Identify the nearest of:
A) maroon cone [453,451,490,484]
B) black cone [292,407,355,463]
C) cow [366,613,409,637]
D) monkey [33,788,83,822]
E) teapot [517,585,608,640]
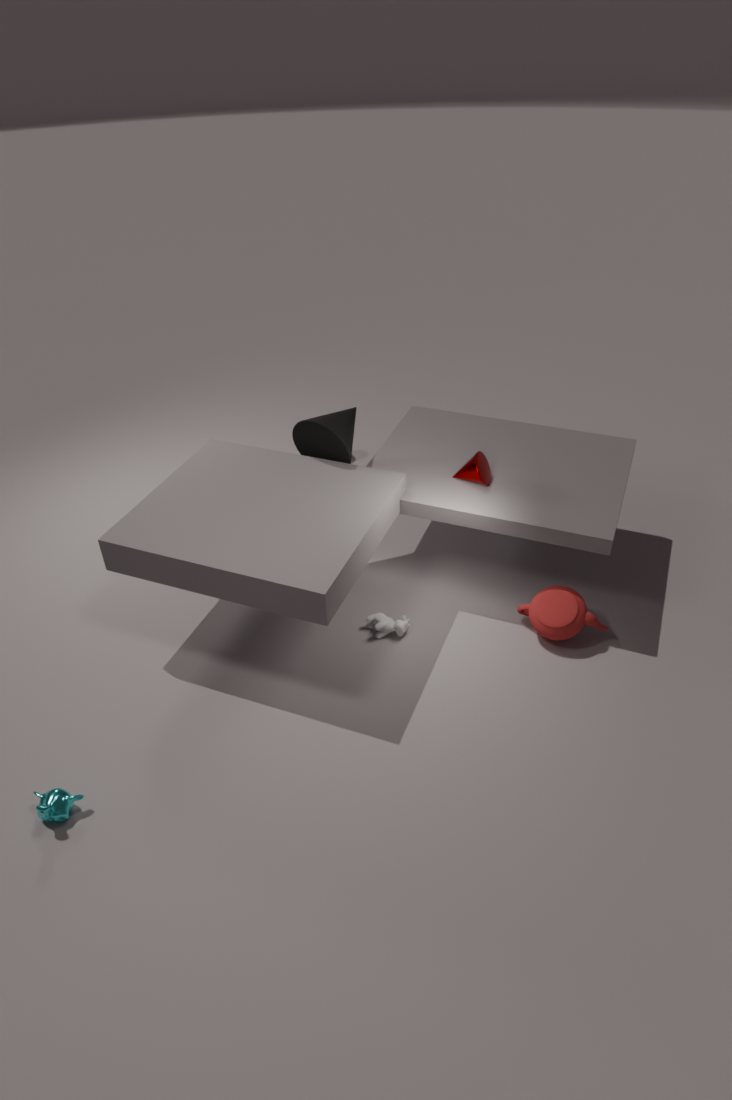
monkey [33,788,83,822]
